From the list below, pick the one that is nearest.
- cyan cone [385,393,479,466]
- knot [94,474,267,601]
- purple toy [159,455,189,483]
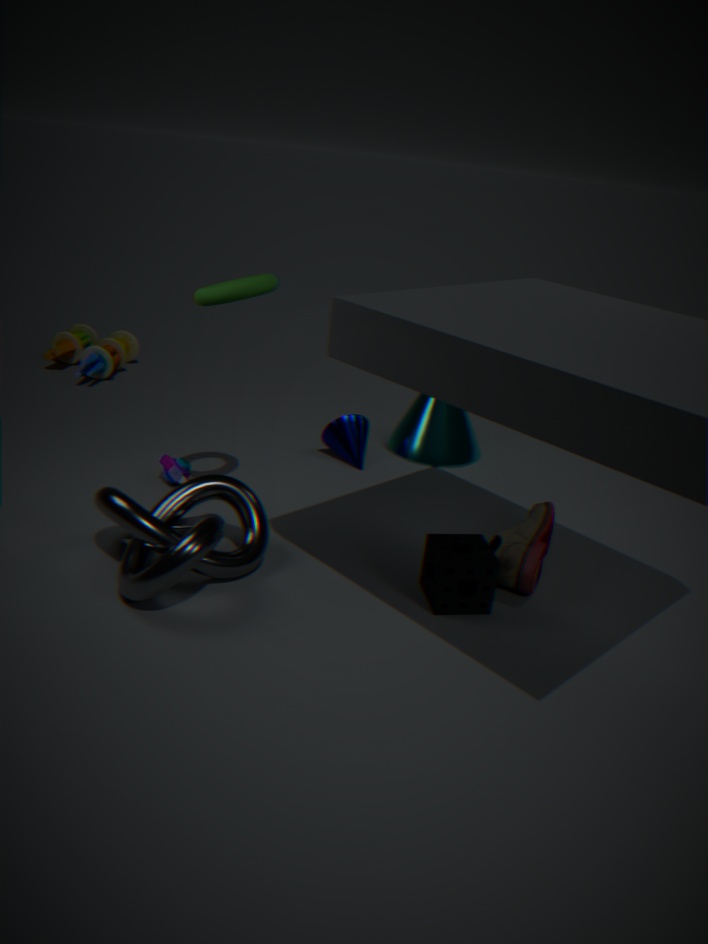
knot [94,474,267,601]
